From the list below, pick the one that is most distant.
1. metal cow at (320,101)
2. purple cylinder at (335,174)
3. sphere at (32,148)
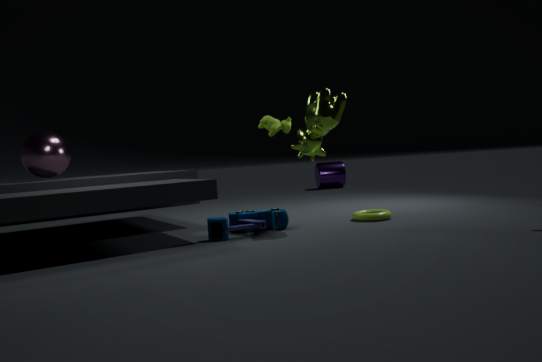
purple cylinder at (335,174)
